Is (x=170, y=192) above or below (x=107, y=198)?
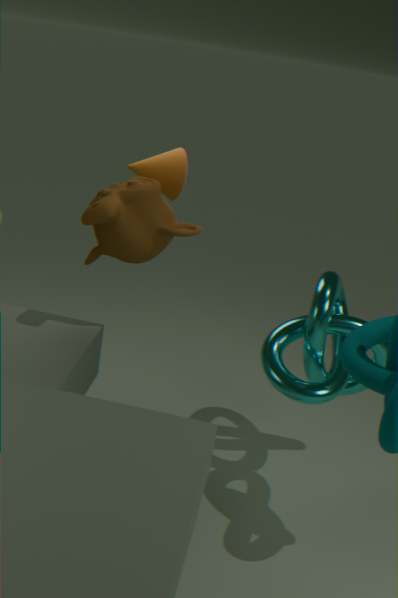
above
